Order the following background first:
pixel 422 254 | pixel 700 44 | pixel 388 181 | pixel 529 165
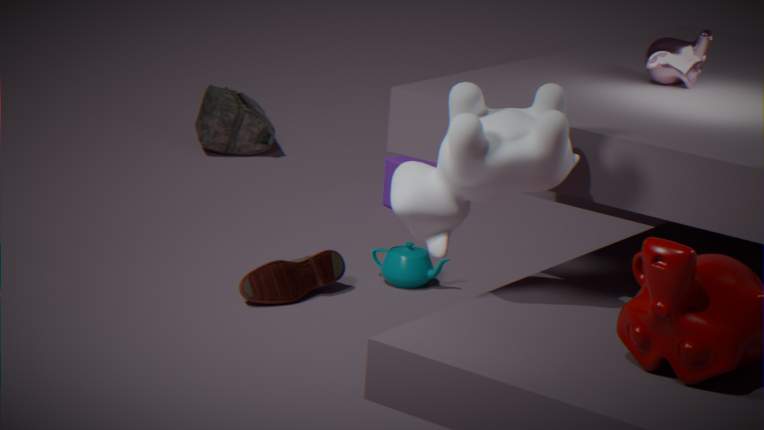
1. pixel 388 181
2. pixel 422 254
3. pixel 700 44
4. pixel 529 165
